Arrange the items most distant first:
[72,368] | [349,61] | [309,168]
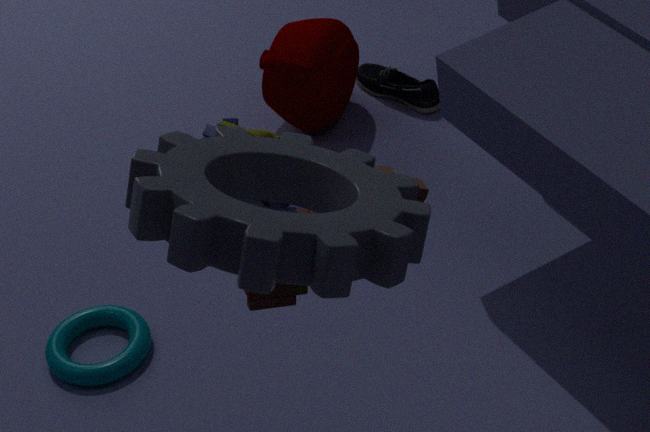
[349,61] → [72,368] → [309,168]
